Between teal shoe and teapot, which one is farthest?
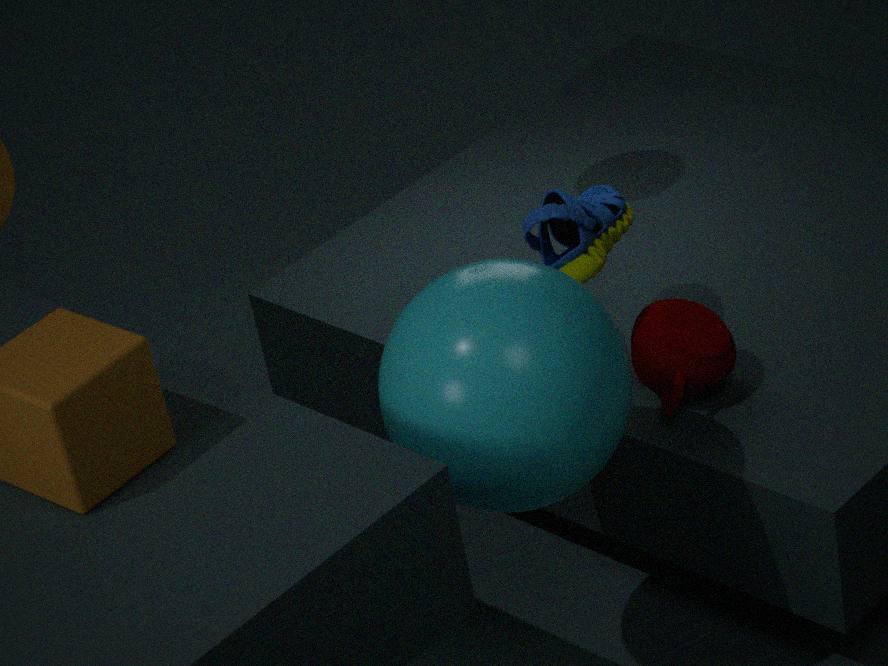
teapot
